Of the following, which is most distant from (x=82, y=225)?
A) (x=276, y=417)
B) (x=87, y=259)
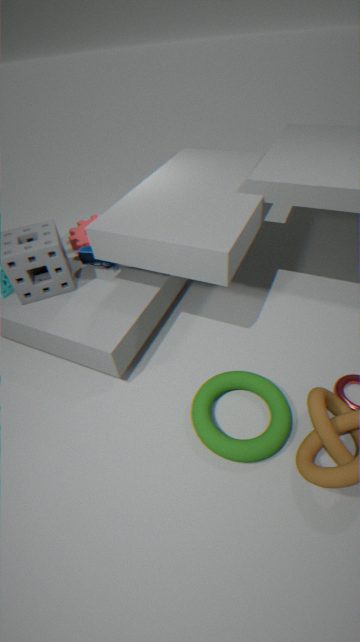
(x=276, y=417)
